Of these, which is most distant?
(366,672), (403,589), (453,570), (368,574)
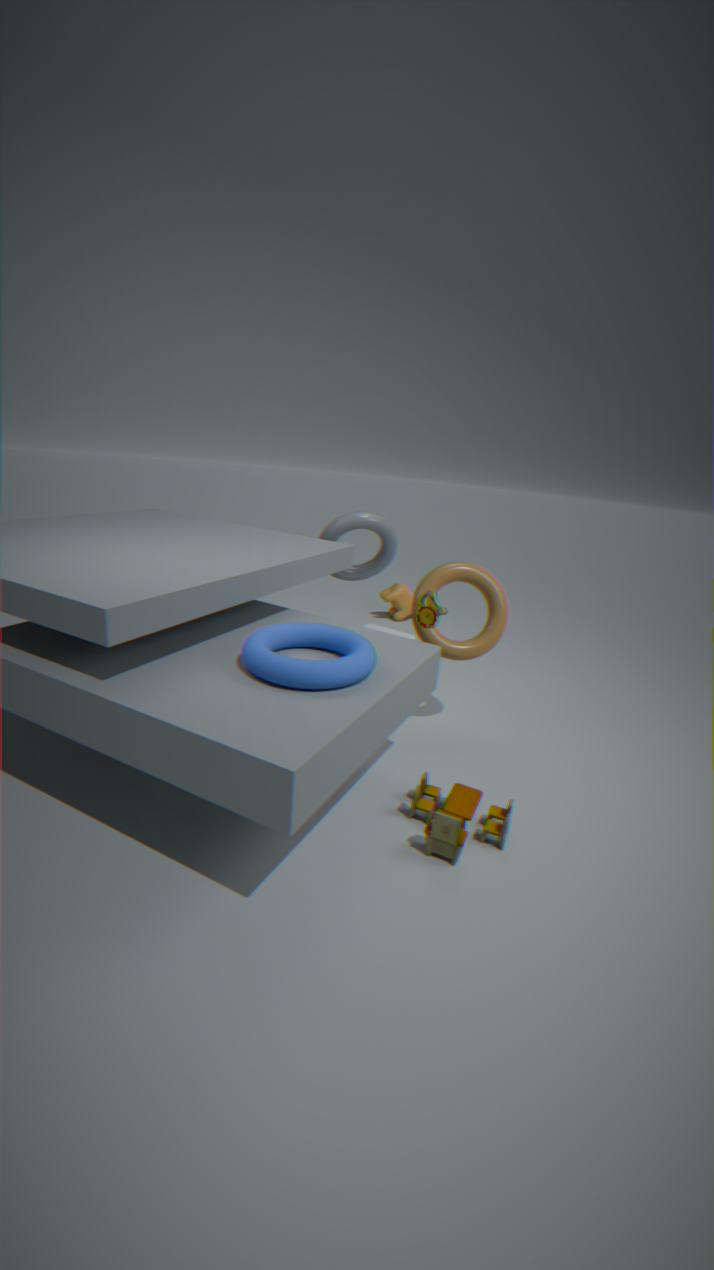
(403,589)
